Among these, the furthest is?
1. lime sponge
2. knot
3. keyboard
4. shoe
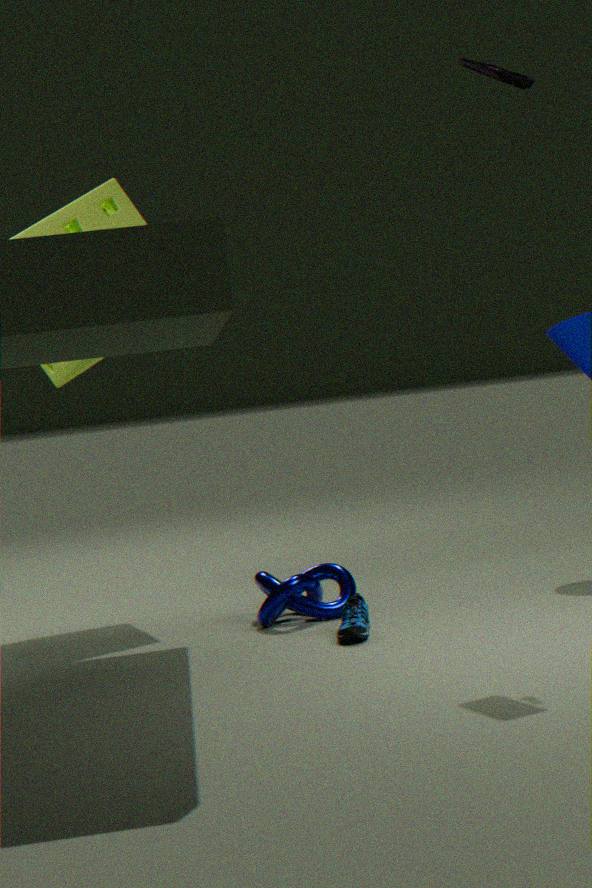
lime sponge
